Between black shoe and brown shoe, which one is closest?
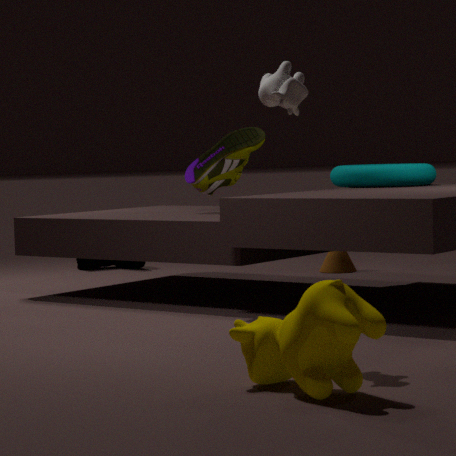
brown shoe
